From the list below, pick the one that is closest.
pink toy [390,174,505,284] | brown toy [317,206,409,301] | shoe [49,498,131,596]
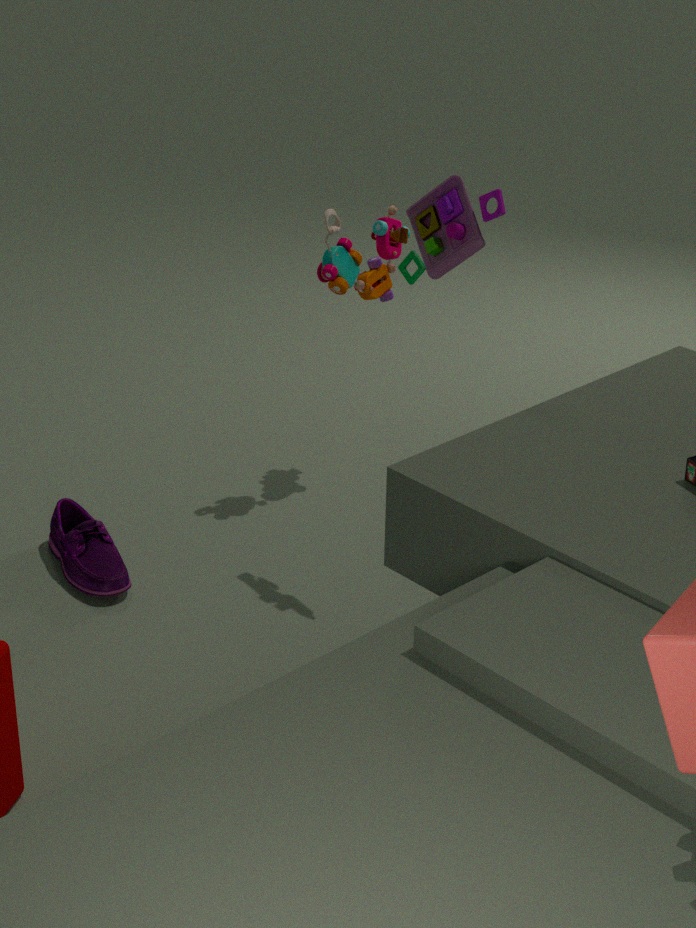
pink toy [390,174,505,284]
